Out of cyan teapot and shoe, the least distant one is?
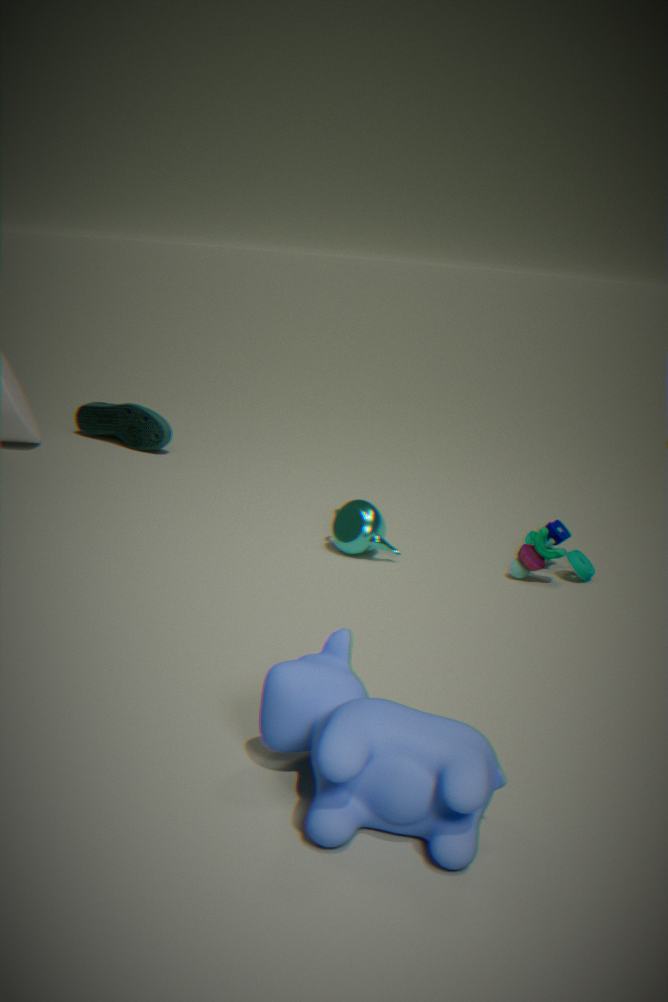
cyan teapot
